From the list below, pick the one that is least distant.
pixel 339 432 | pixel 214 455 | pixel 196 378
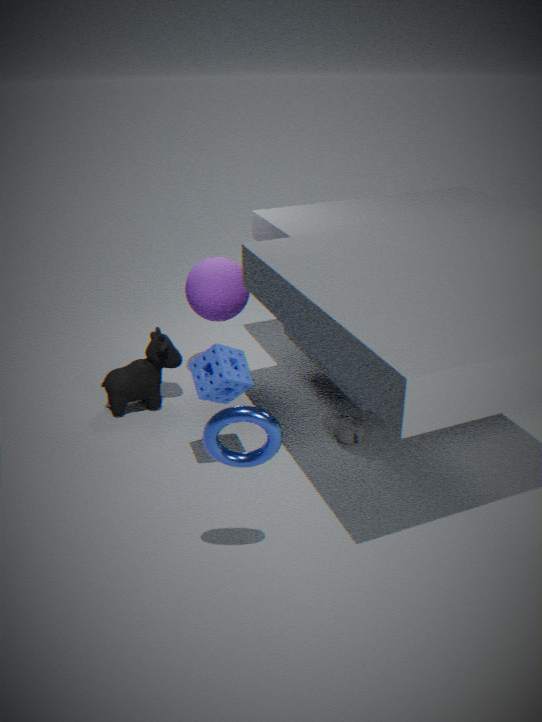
pixel 214 455
